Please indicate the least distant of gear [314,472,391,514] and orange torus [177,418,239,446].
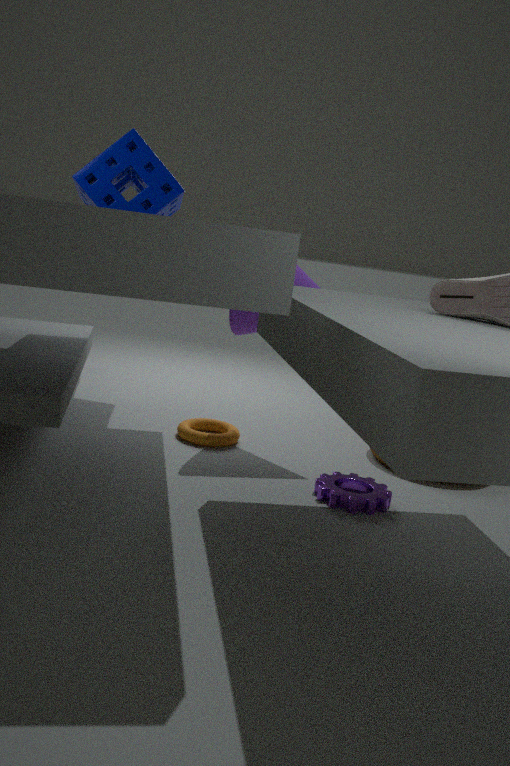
gear [314,472,391,514]
